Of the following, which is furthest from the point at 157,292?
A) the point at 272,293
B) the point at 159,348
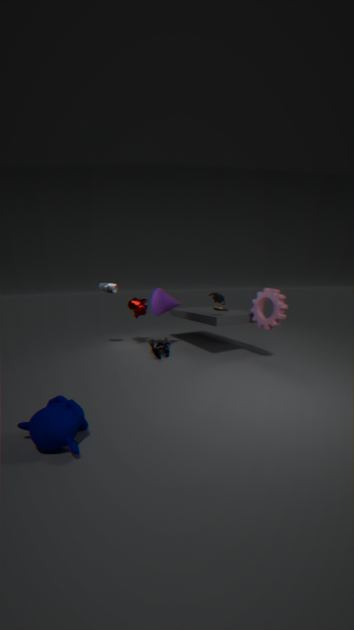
the point at 272,293
